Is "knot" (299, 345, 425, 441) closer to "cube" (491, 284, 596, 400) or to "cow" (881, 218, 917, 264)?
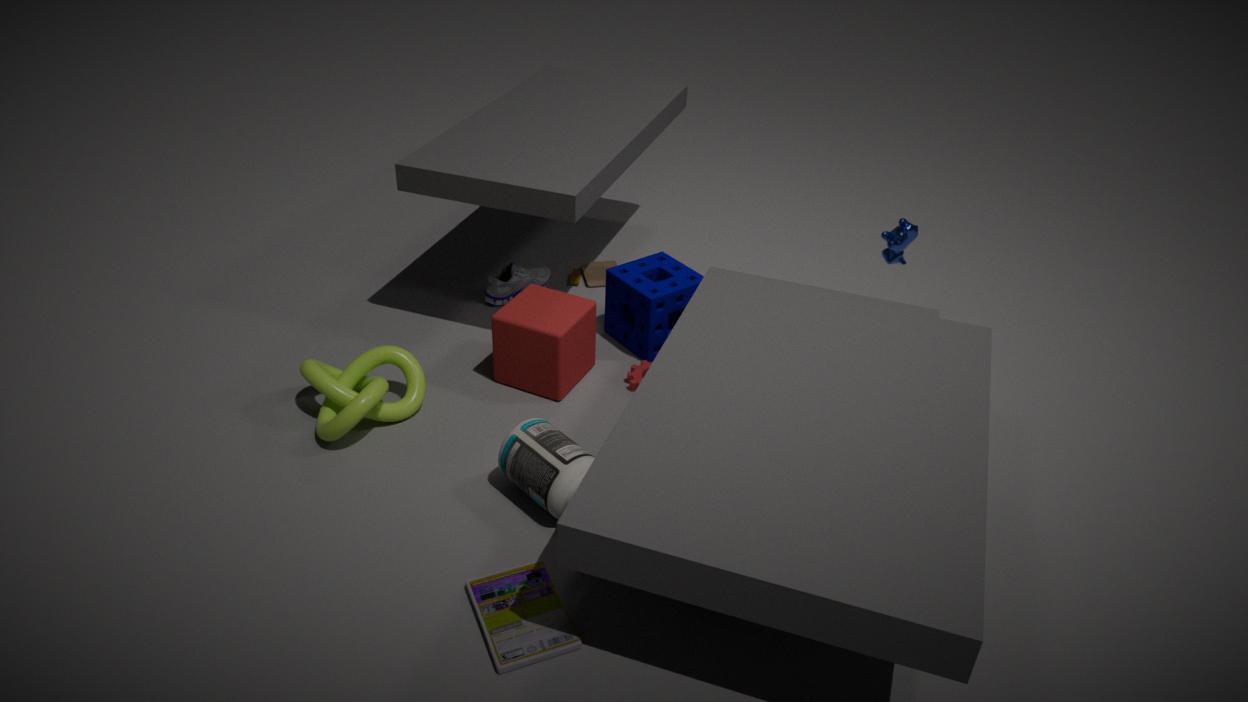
"cube" (491, 284, 596, 400)
